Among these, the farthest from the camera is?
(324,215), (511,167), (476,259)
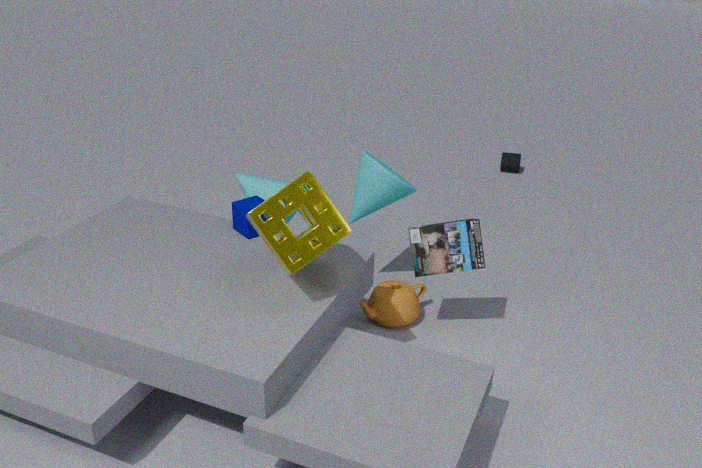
(511,167)
